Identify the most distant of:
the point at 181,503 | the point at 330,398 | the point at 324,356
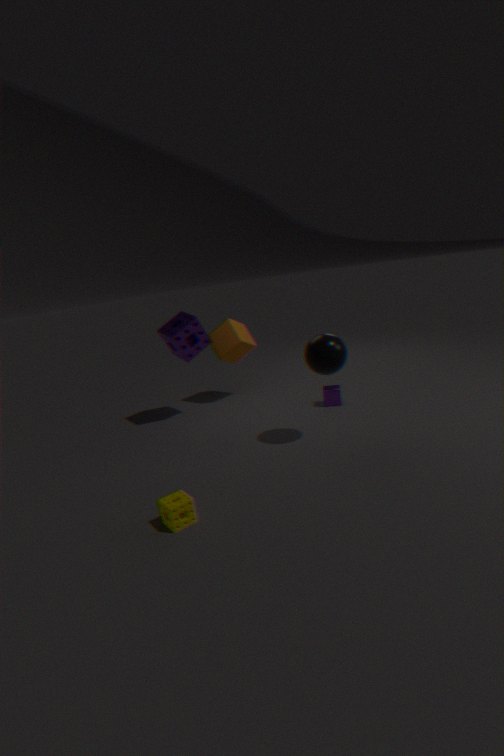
the point at 330,398
